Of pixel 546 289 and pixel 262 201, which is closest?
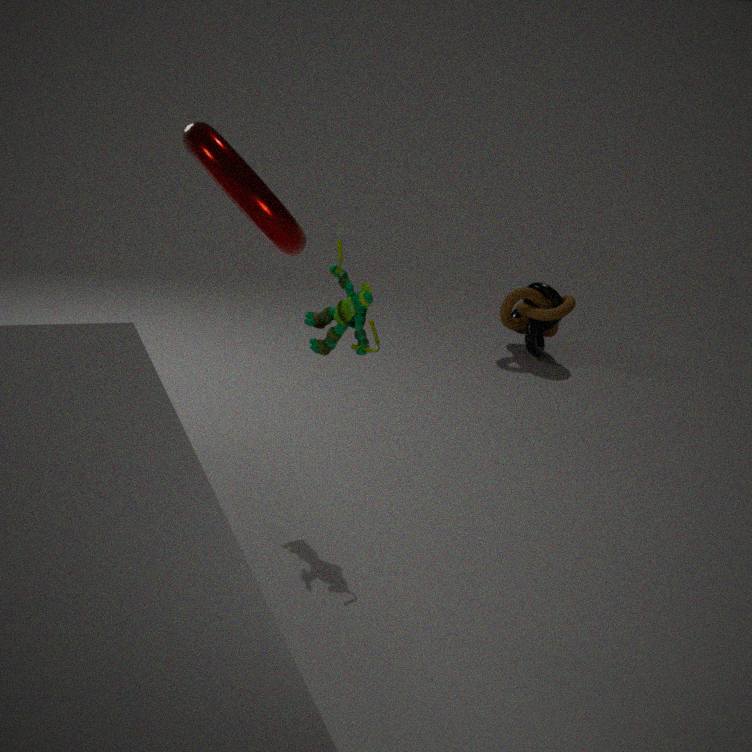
pixel 262 201
